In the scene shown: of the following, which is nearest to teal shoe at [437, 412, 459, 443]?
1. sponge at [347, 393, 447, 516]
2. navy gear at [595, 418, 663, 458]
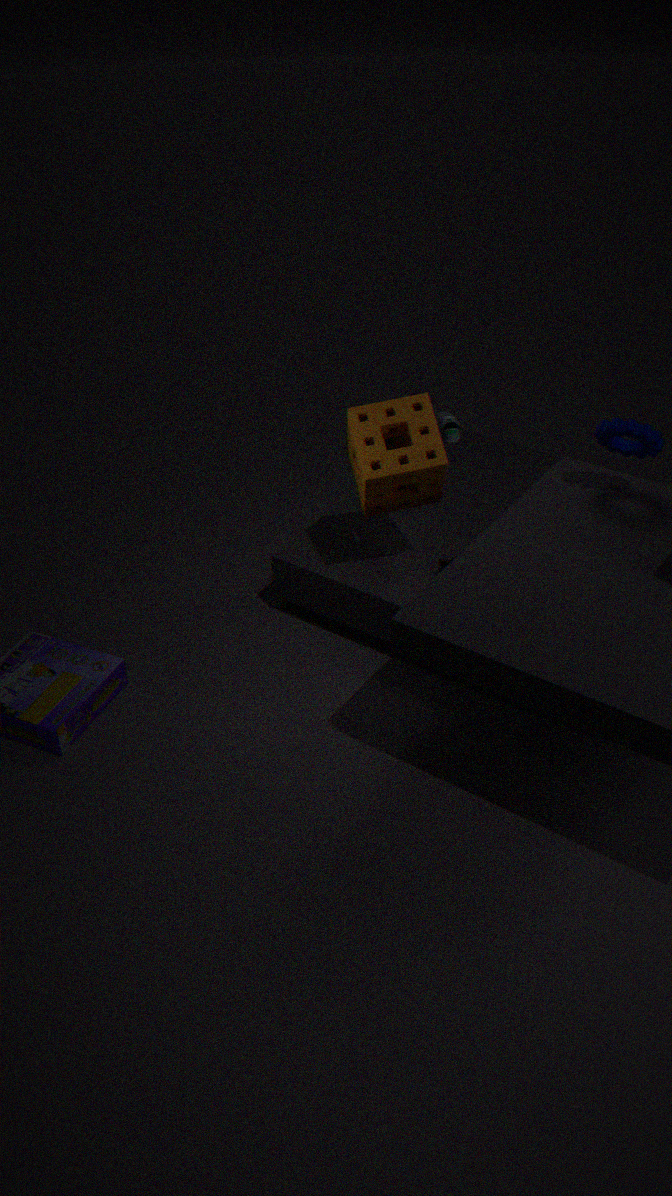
sponge at [347, 393, 447, 516]
